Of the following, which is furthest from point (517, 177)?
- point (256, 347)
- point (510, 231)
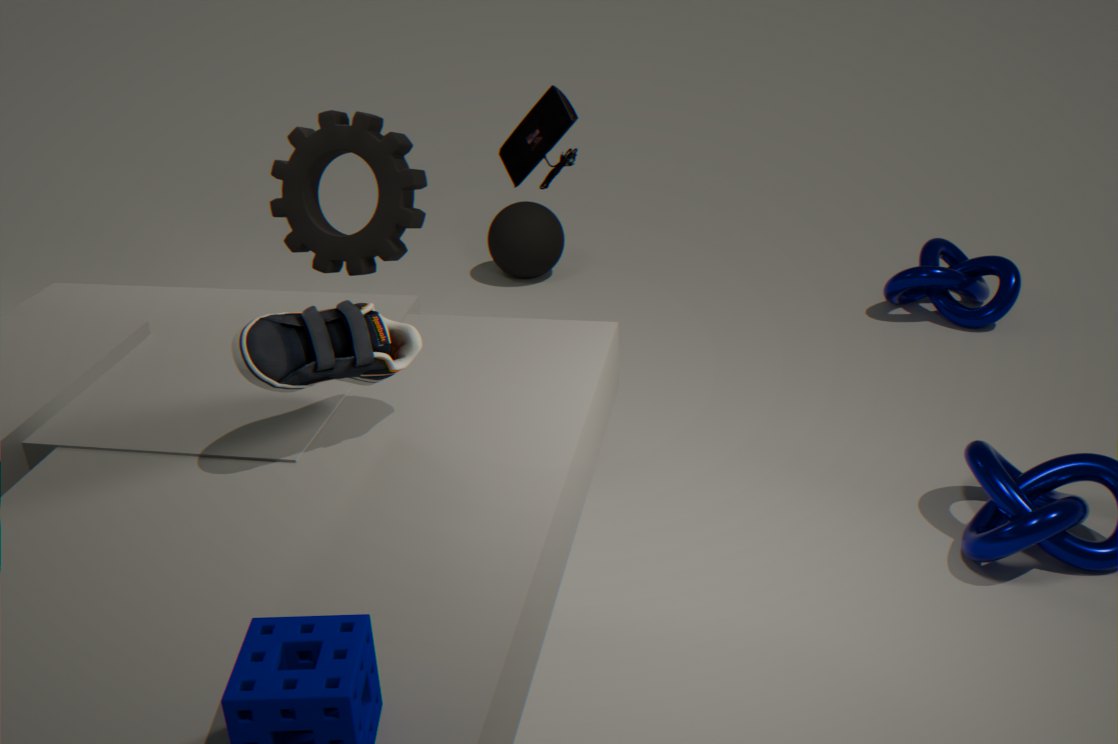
point (510, 231)
